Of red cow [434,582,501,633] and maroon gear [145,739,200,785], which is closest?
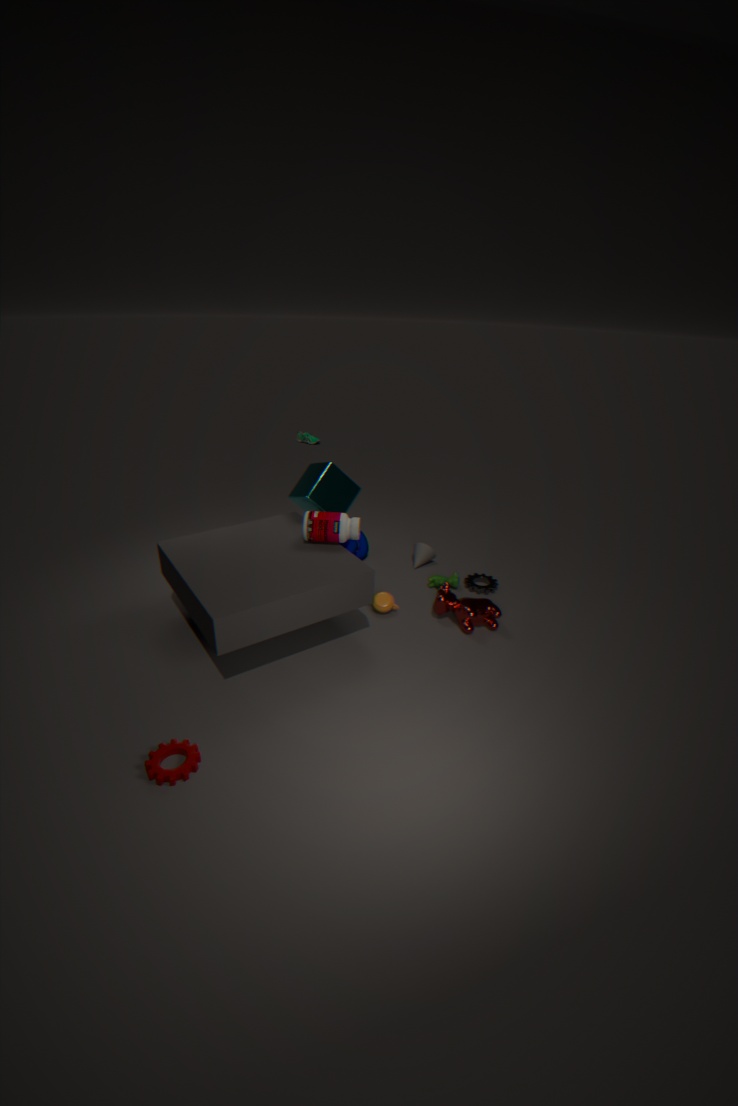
maroon gear [145,739,200,785]
